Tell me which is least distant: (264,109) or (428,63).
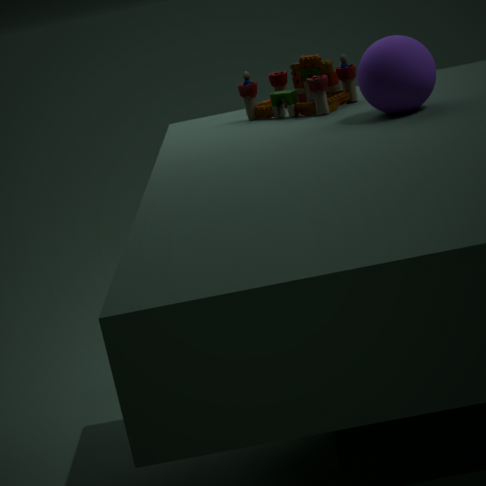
(428,63)
